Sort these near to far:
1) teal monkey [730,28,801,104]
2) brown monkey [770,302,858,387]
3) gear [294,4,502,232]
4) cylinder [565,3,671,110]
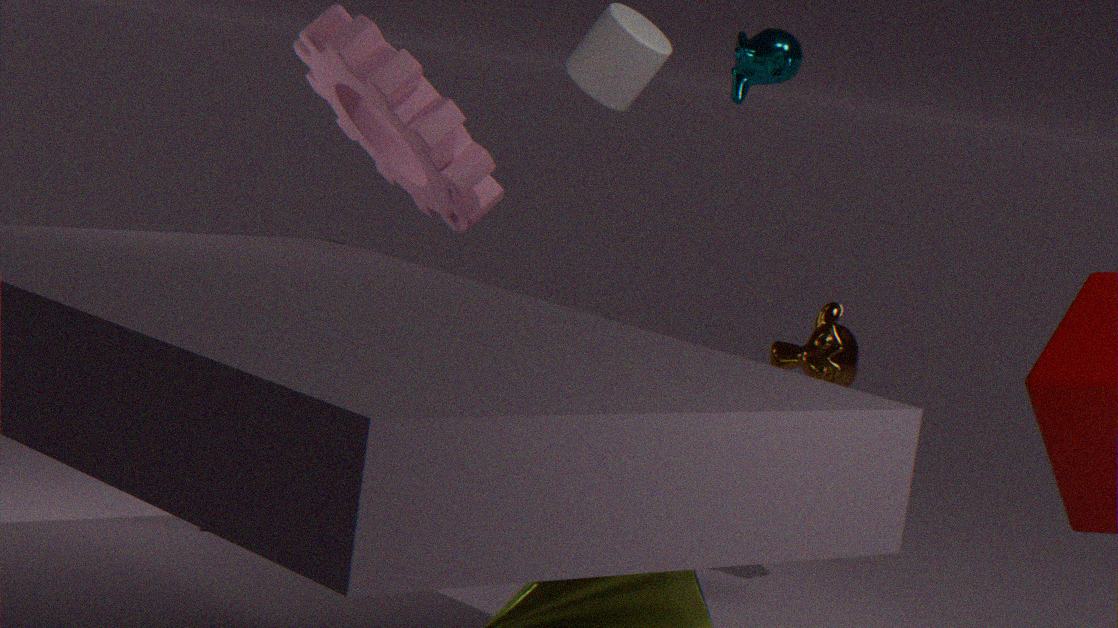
3. gear [294,4,502,232] → 2. brown monkey [770,302,858,387] → 1. teal monkey [730,28,801,104] → 4. cylinder [565,3,671,110]
